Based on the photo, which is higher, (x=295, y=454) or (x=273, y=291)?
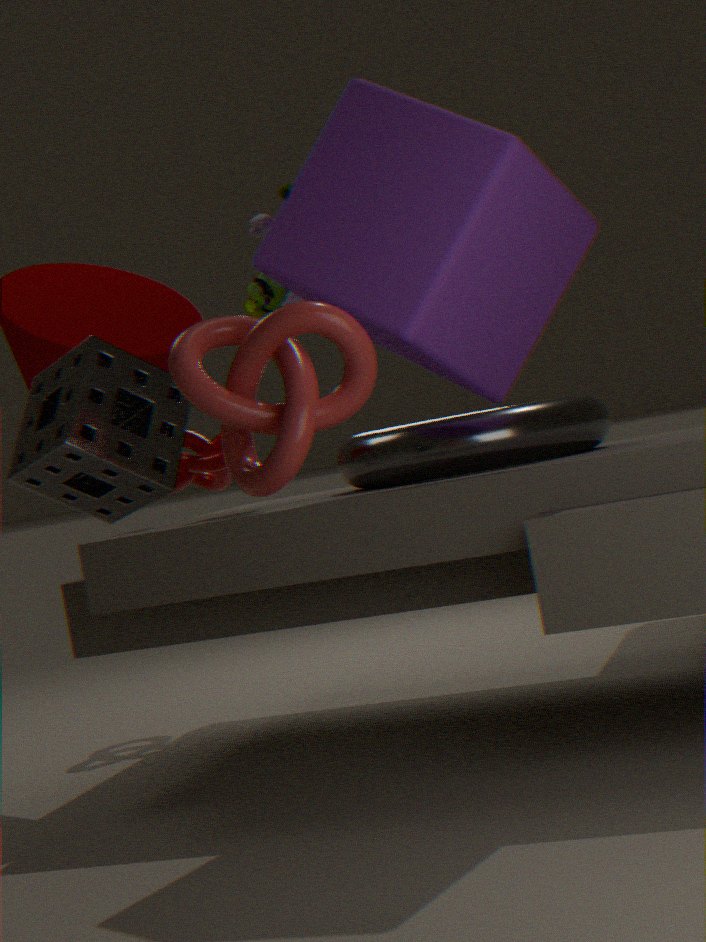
(x=273, y=291)
